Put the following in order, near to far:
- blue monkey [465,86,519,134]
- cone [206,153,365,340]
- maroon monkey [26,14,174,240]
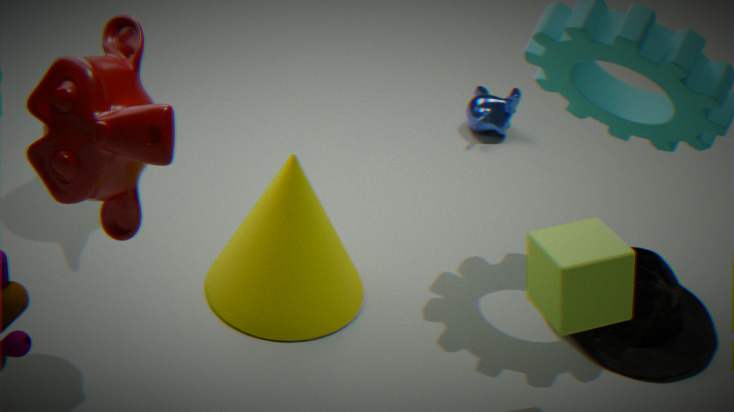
1. maroon monkey [26,14,174,240]
2. cone [206,153,365,340]
3. blue monkey [465,86,519,134]
